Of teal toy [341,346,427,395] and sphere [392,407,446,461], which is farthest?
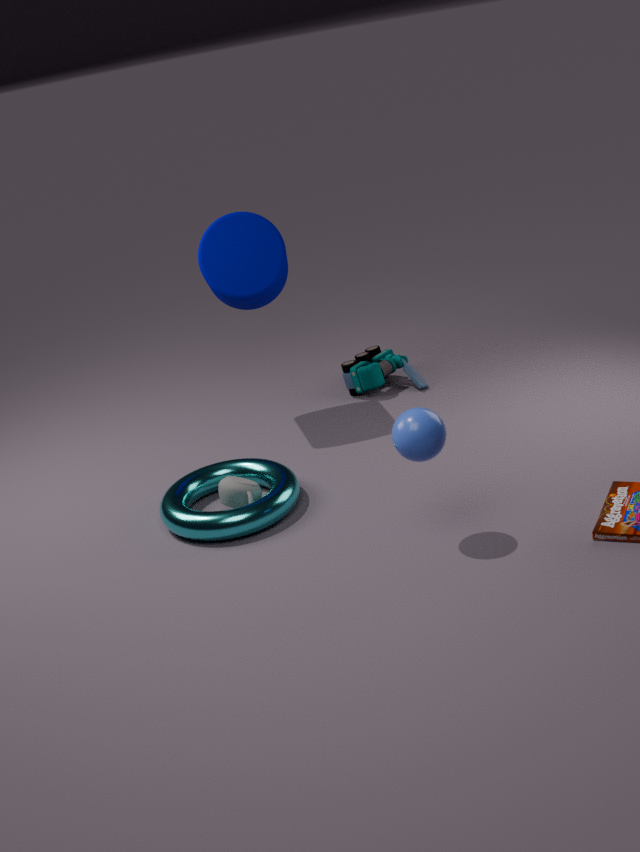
teal toy [341,346,427,395]
